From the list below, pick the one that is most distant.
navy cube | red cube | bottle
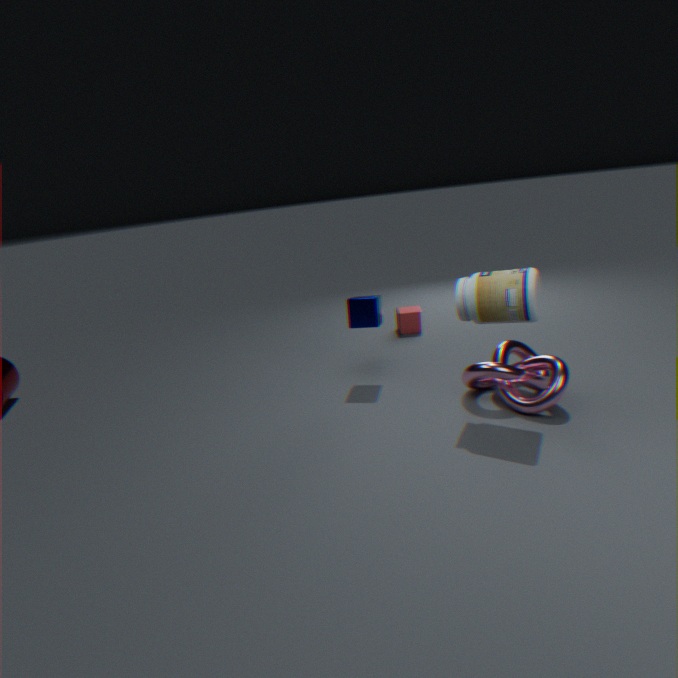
red cube
